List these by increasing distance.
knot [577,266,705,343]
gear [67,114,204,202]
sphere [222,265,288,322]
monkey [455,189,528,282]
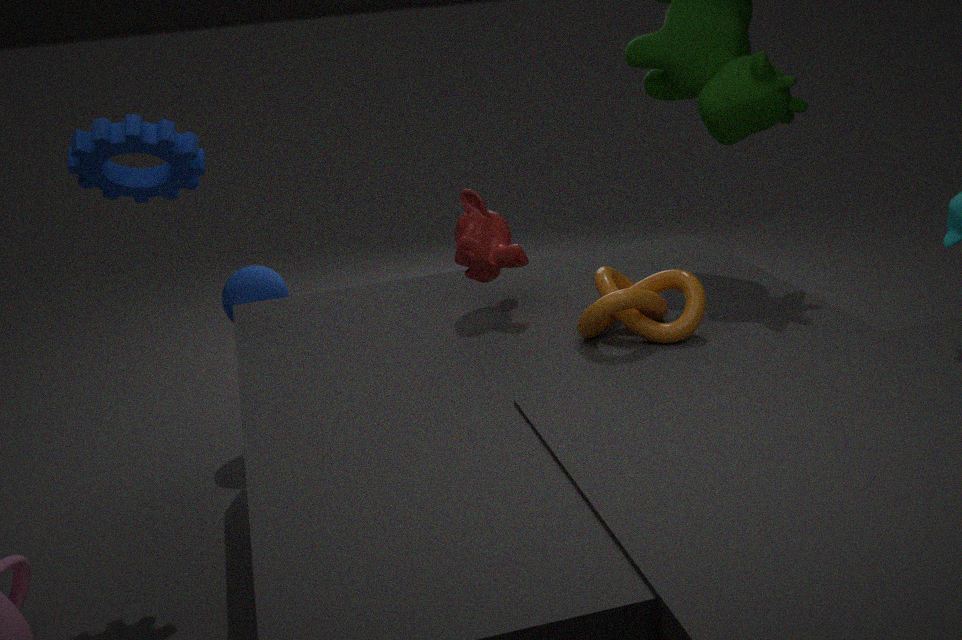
knot [577,266,705,343]
gear [67,114,204,202]
monkey [455,189,528,282]
sphere [222,265,288,322]
